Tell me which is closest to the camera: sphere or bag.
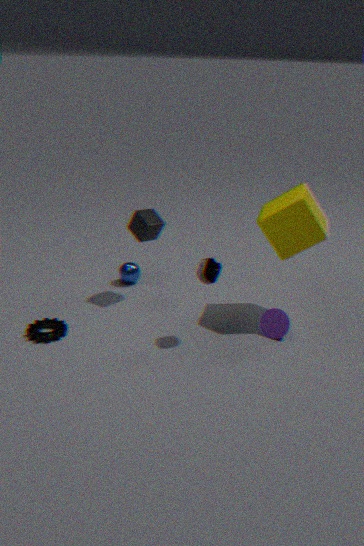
bag
